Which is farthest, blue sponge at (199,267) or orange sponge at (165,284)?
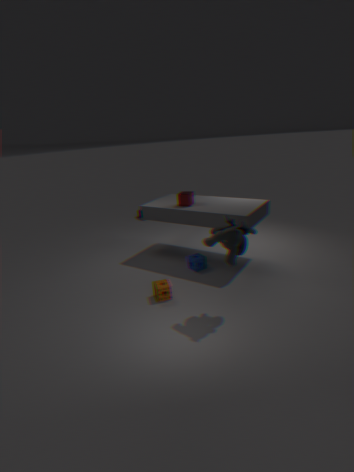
blue sponge at (199,267)
